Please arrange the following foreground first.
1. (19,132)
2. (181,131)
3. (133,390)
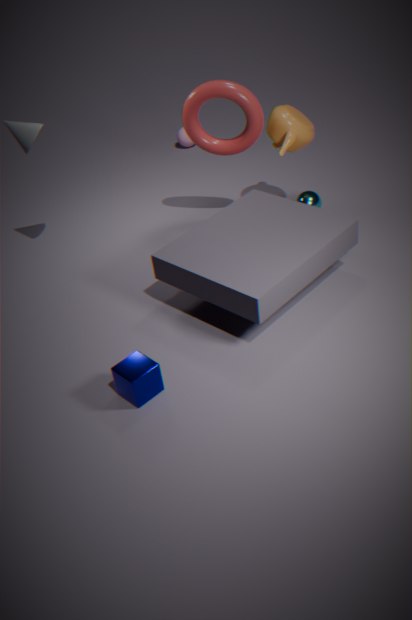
(133,390) → (19,132) → (181,131)
